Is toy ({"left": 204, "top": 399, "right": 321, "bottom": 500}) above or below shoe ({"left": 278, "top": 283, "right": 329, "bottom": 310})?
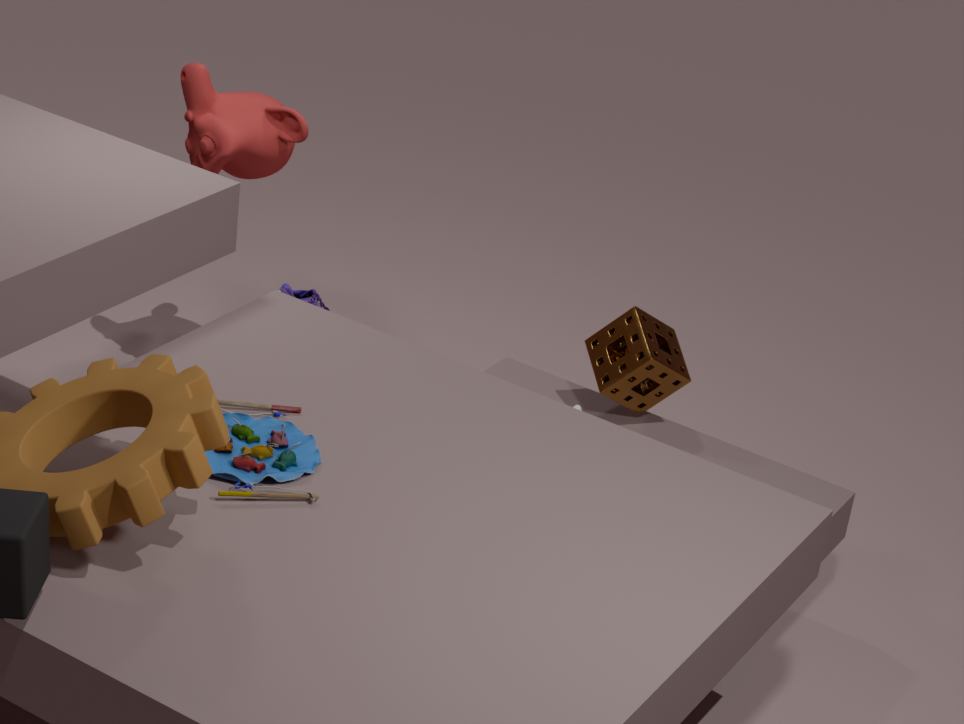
above
